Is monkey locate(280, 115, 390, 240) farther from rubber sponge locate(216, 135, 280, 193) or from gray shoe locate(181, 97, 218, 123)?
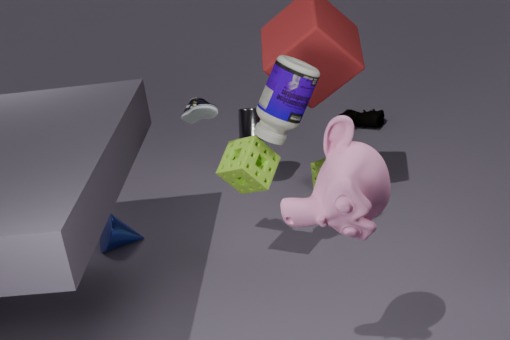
gray shoe locate(181, 97, 218, 123)
